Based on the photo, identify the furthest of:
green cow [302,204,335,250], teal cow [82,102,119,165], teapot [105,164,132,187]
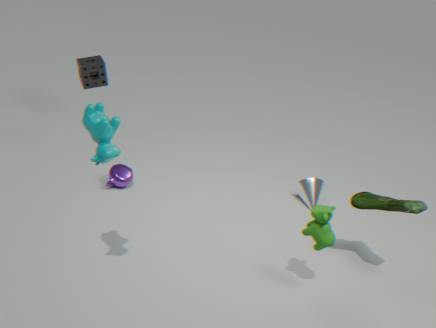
teapot [105,164,132,187]
